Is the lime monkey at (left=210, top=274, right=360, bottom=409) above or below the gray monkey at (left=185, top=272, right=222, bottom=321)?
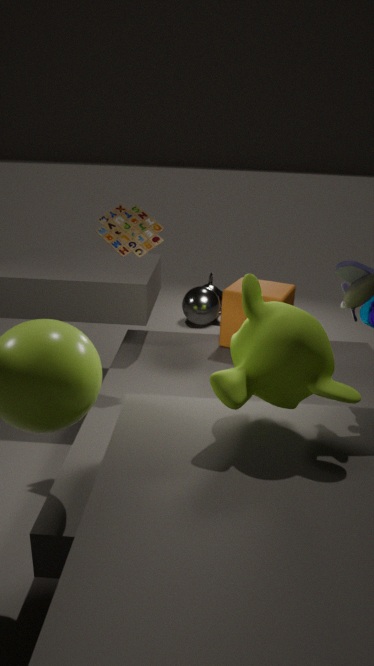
above
